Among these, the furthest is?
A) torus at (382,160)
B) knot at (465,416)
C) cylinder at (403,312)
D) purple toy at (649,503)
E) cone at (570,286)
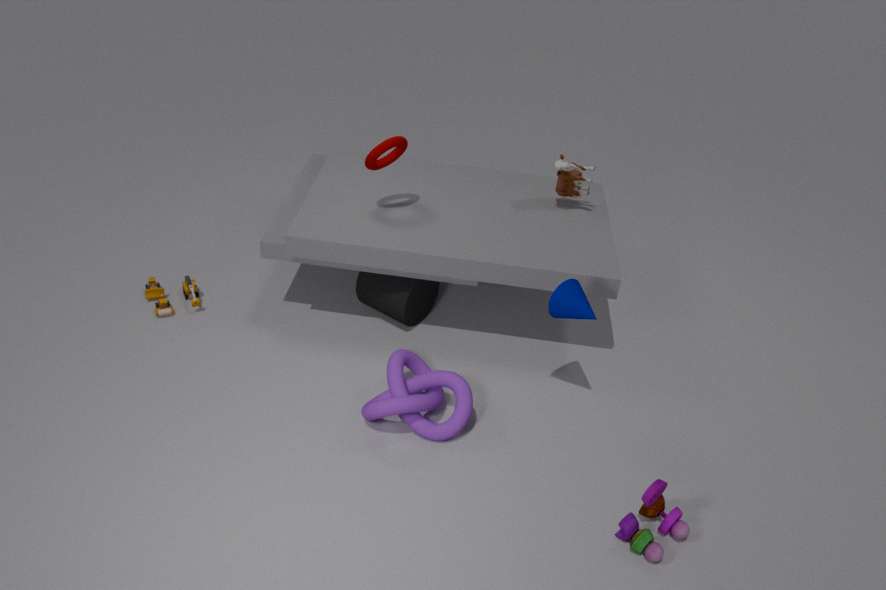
cylinder at (403,312)
